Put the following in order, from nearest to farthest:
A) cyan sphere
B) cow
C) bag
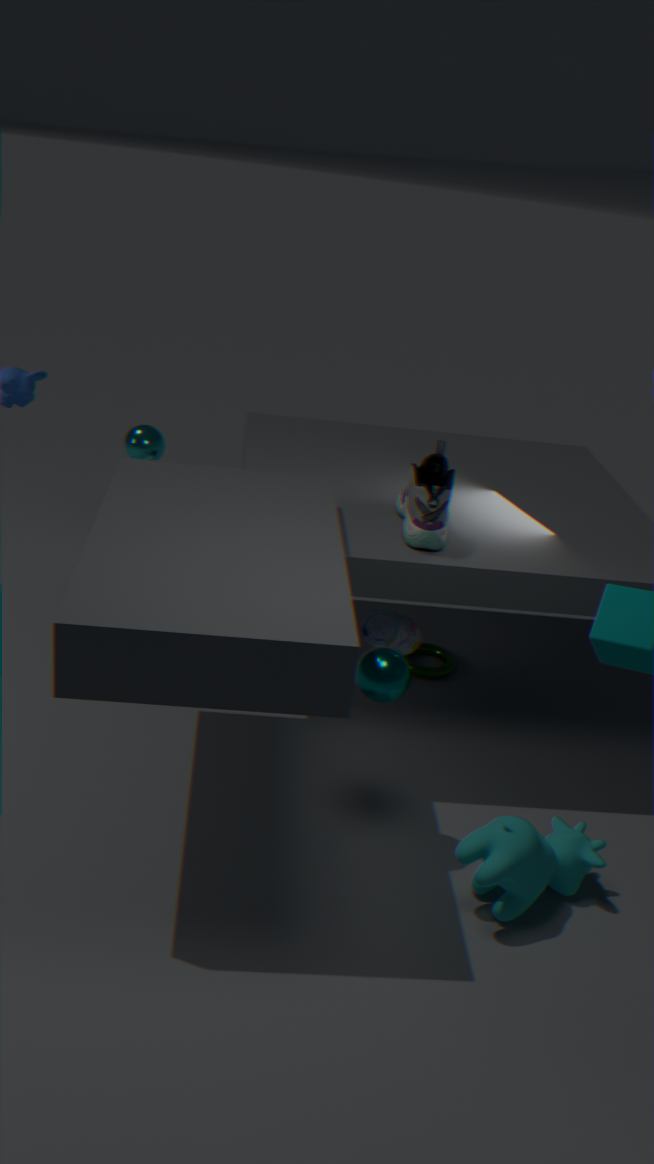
cow, bag, cyan sphere
